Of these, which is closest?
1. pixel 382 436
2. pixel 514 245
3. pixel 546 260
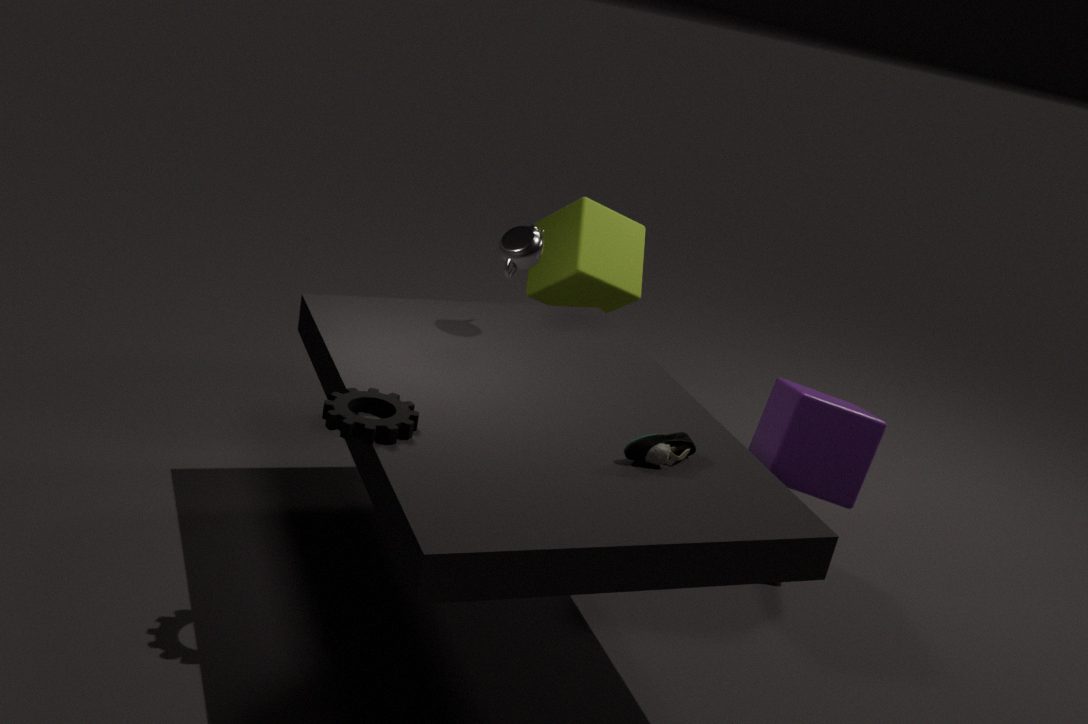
pixel 382 436
